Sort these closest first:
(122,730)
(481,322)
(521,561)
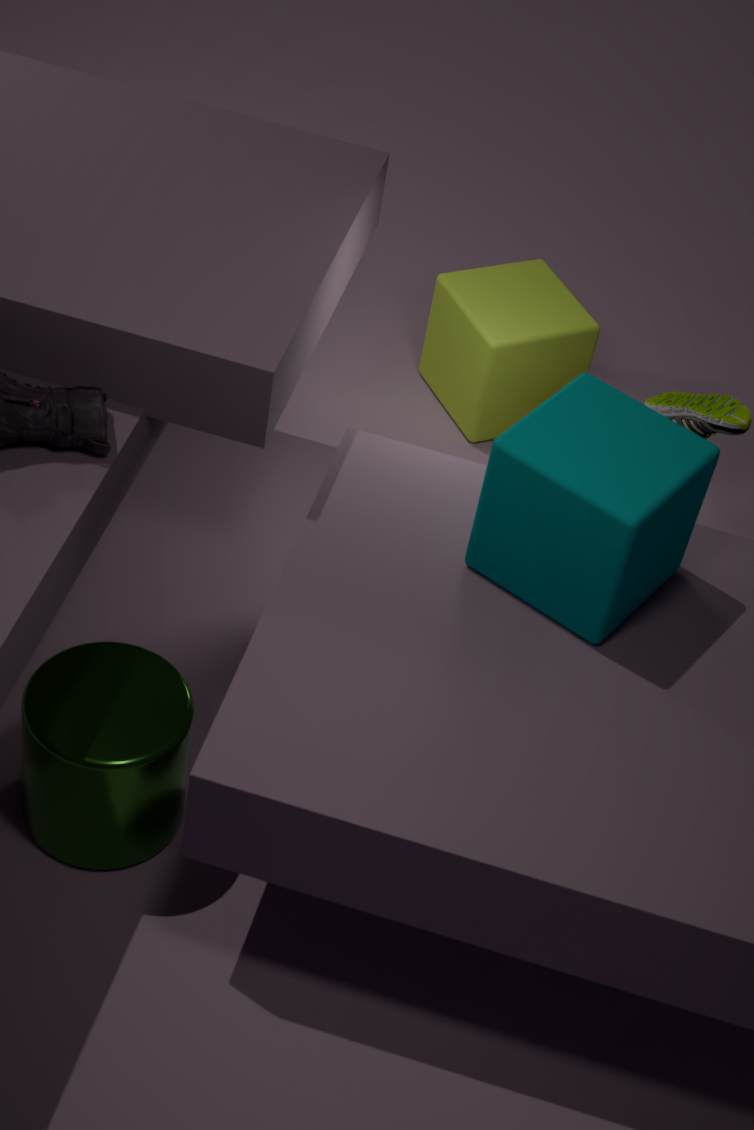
1. (122,730)
2. (521,561)
3. (481,322)
